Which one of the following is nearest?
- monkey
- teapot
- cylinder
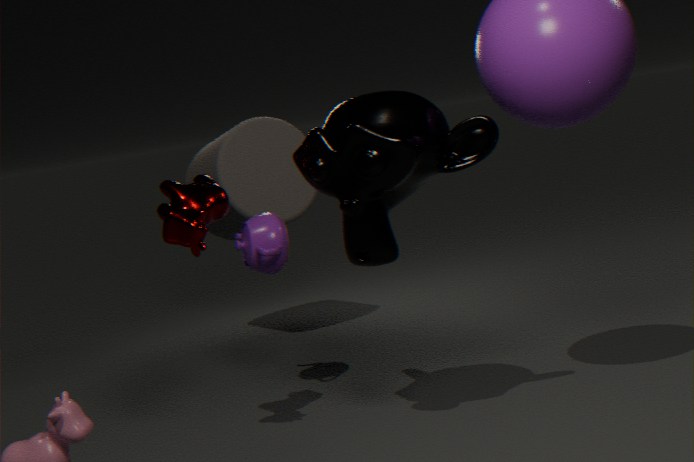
monkey
